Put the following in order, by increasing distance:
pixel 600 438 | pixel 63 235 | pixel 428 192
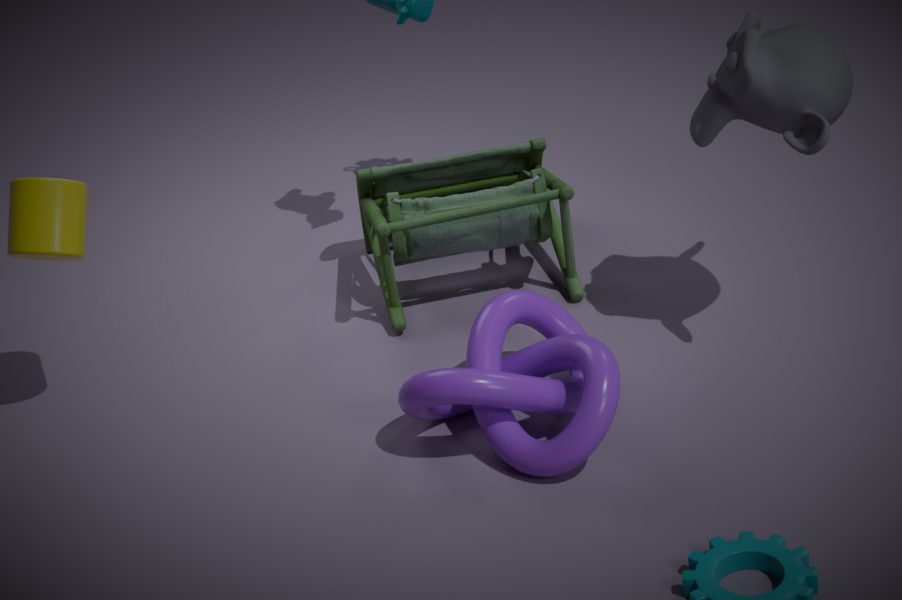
pixel 600 438 → pixel 63 235 → pixel 428 192
